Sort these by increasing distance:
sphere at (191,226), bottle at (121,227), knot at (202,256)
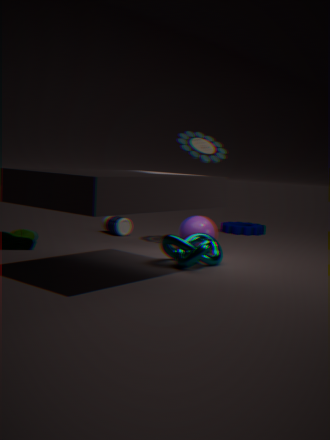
1. knot at (202,256)
2. sphere at (191,226)
3. bottle at (121,227)
